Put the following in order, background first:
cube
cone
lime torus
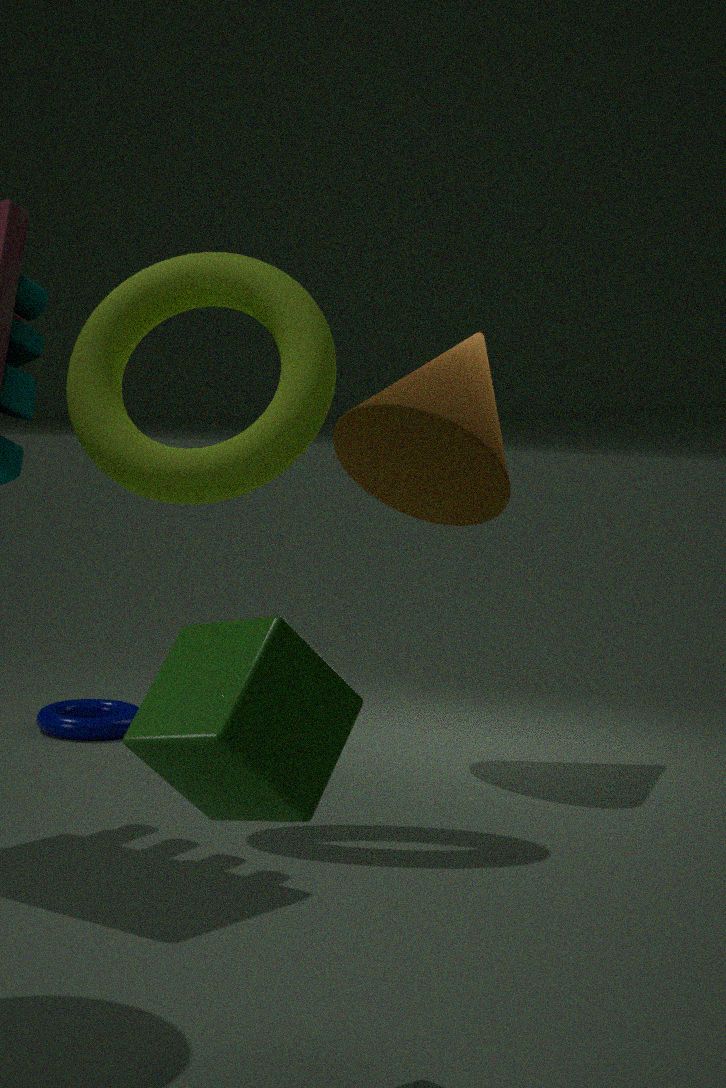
cone → lime torus → cube
